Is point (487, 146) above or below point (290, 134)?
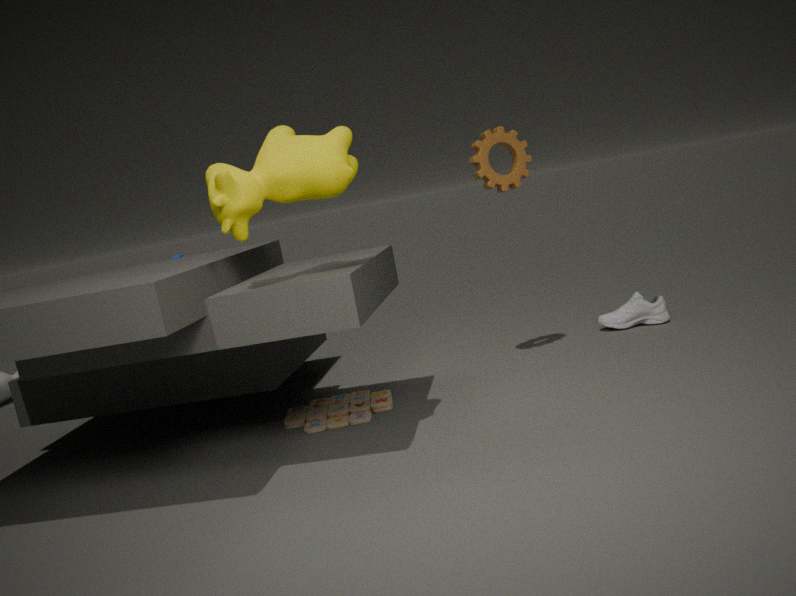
below
